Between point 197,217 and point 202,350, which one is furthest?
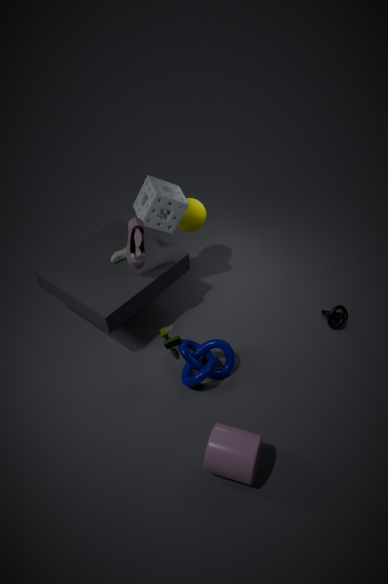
point 197,217
